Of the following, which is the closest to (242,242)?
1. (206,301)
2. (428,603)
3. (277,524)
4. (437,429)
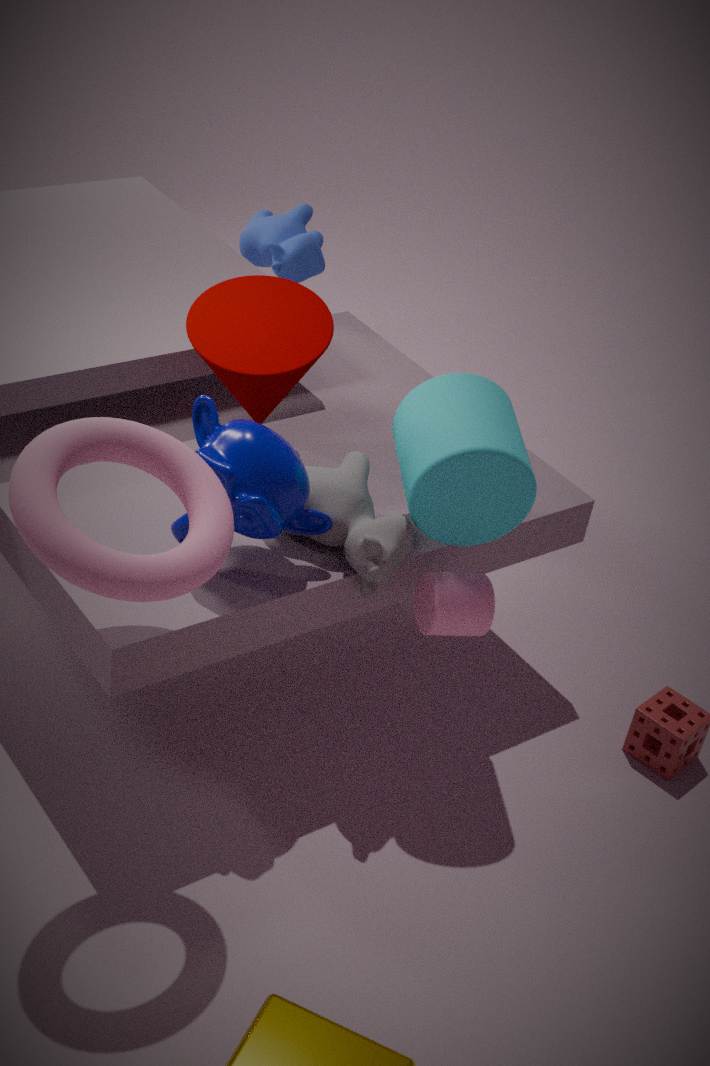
(206,301)
